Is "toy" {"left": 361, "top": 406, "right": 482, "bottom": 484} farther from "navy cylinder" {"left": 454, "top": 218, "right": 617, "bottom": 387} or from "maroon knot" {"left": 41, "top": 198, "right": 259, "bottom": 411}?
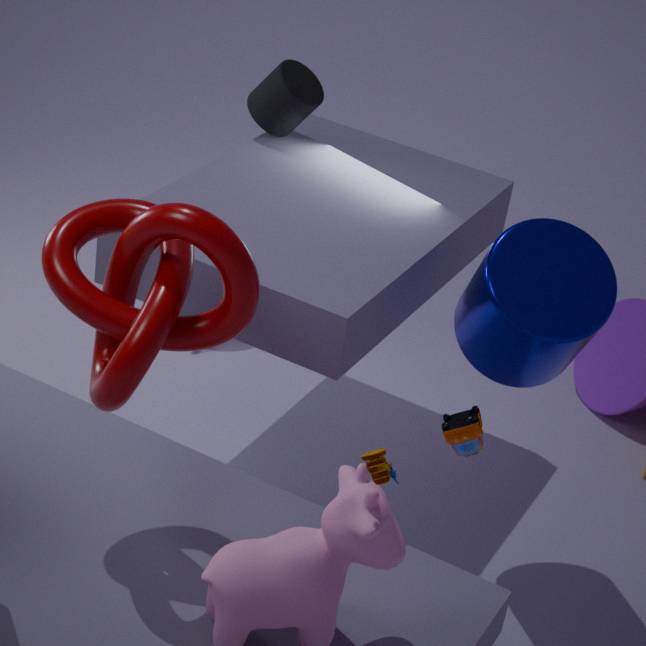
"navy cylinder" {"left": 454, "top": 218, "right": 617, "bottom": 387}
